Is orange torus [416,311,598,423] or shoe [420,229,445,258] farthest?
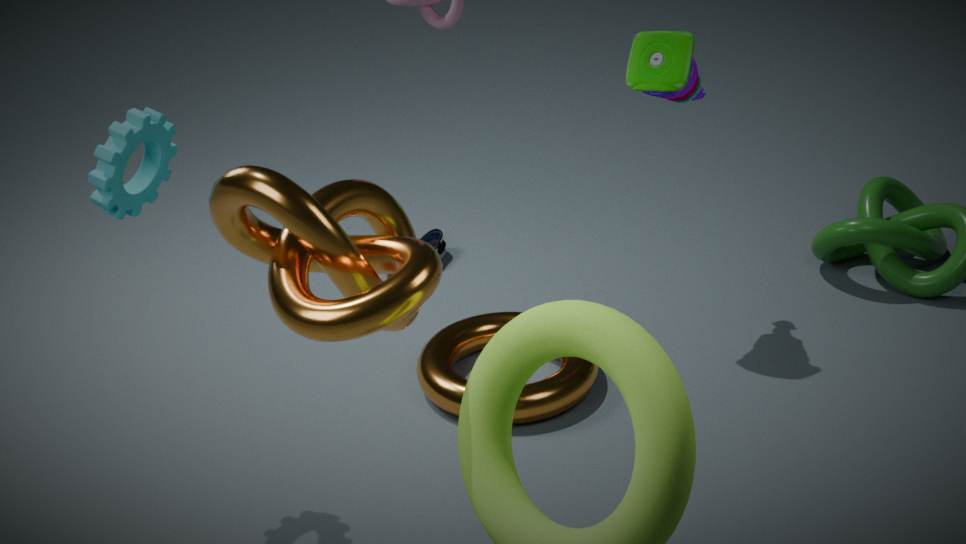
shoe [420,229,445,258]
